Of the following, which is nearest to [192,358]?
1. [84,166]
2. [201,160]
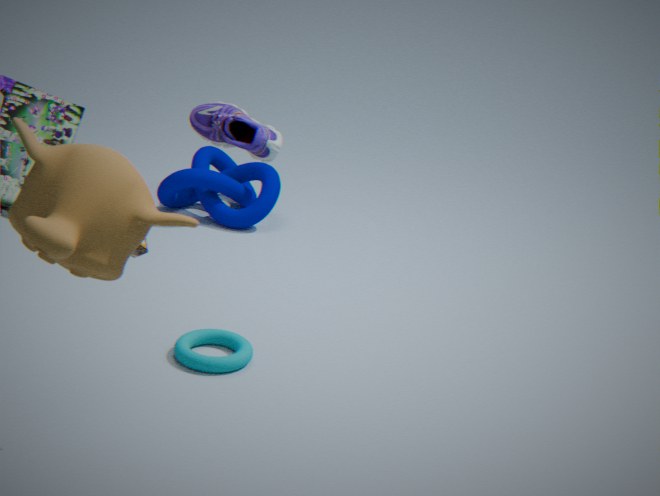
[84,166]
